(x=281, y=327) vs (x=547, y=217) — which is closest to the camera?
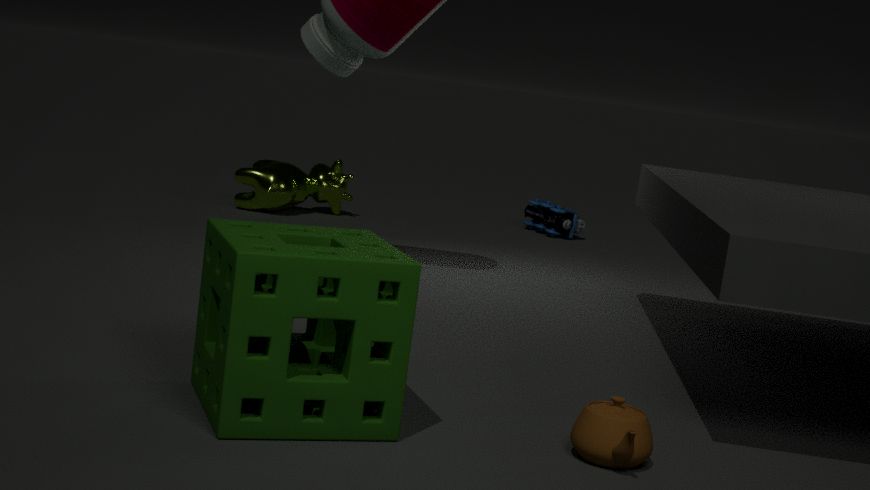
(x=281, y=327)
